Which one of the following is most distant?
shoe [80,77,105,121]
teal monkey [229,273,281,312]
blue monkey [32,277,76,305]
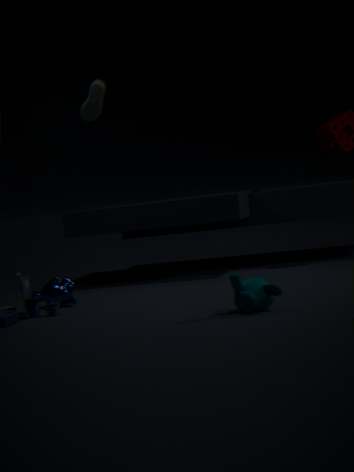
shoe [80,77,105,121]
